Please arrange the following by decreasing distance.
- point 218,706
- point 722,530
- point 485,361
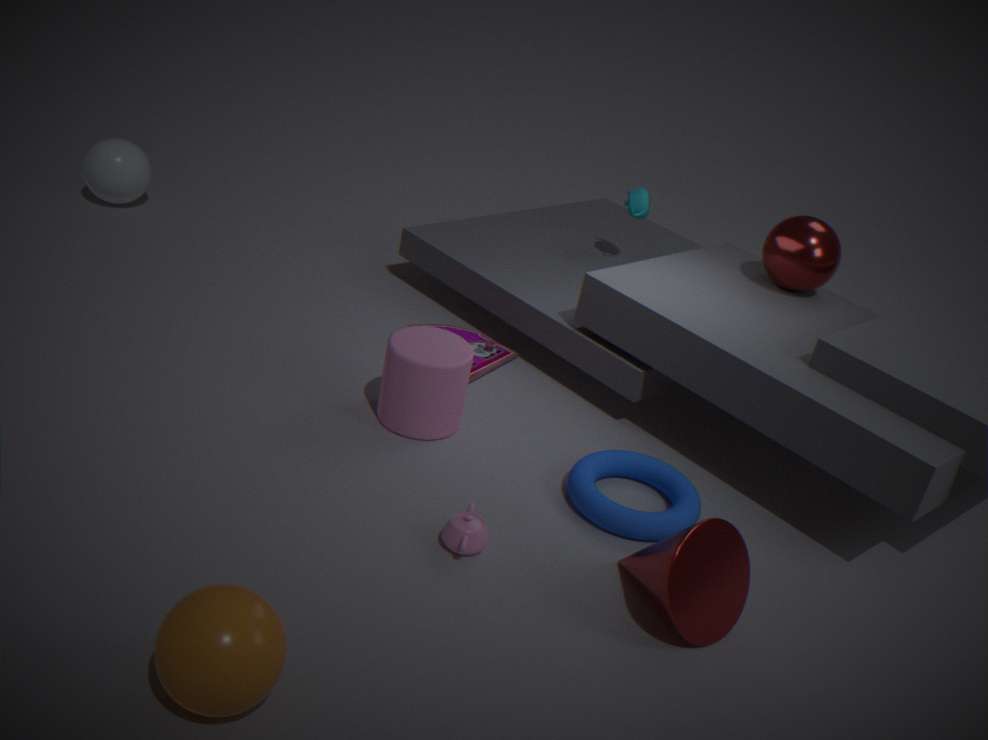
point 485,361
point 722,530
point 218,706
